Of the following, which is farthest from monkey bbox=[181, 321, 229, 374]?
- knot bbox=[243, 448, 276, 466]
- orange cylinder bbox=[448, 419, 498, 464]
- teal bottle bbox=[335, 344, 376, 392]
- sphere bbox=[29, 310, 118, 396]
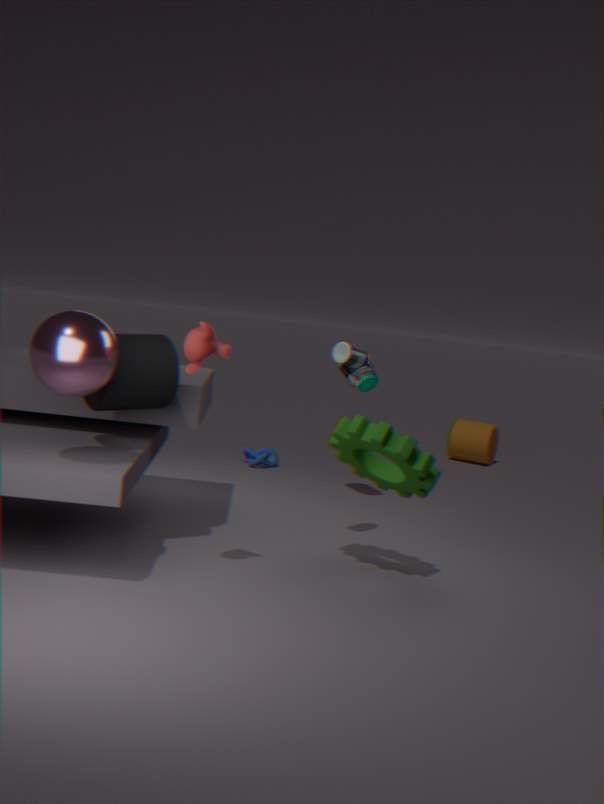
orange cylinder bbox=[448, 419, 498, 464]
